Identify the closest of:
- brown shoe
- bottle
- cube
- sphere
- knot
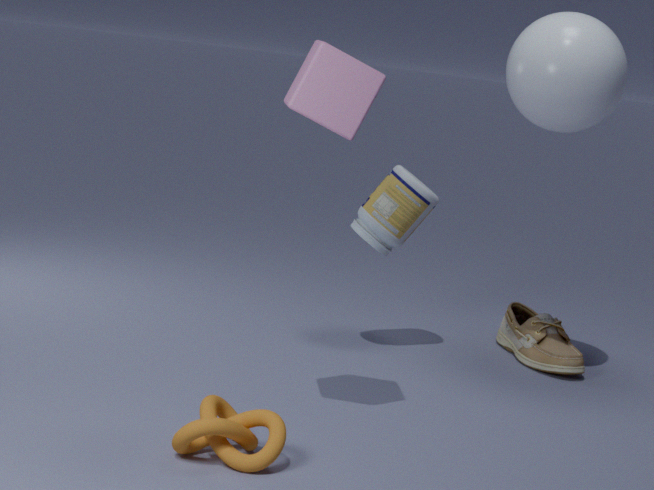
knot
